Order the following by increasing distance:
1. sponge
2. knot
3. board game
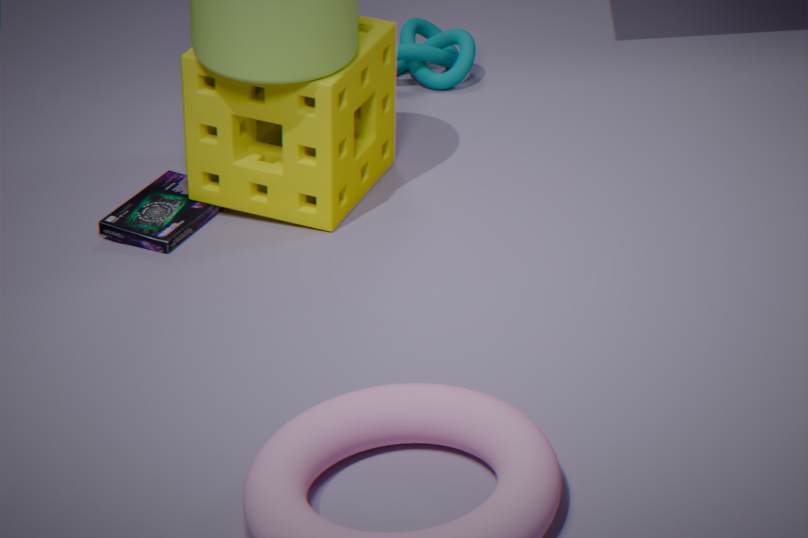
sponge
board game
knot
